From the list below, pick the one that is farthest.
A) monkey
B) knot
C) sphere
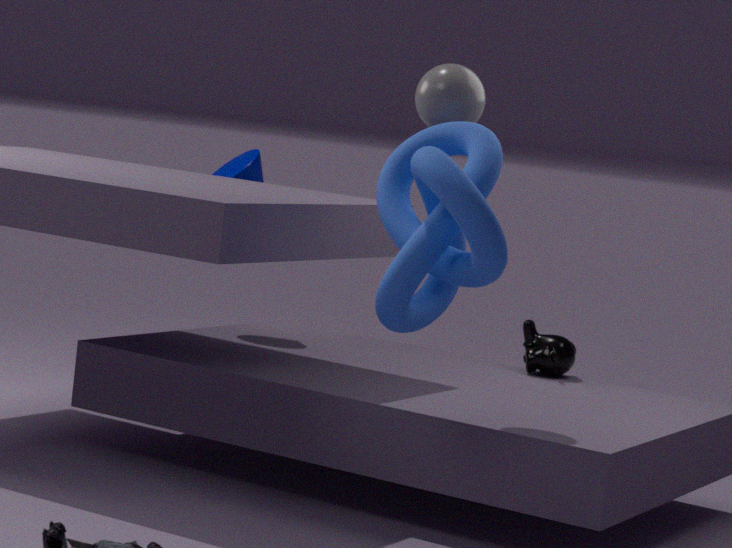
monkey
